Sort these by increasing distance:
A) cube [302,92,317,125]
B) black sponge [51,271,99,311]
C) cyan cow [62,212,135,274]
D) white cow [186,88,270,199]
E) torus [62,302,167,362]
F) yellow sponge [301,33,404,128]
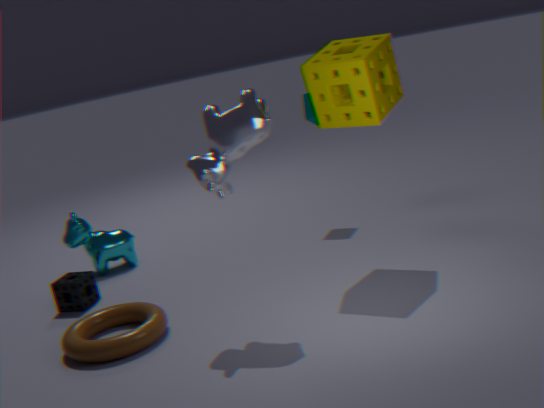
1. white cow [186,88,270,199]
2. torus [62,302,167,362]
3. yellow sponge [301,33,404,128]
4. black sponge [51,271,99,311]
5. cyan cow [62,212,135,274]
6. cube [302,92,317,125]
